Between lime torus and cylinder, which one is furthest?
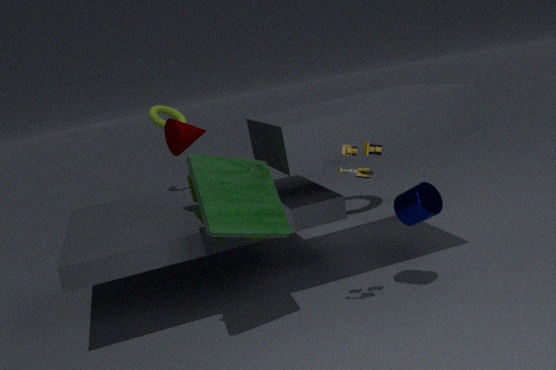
lime torus
